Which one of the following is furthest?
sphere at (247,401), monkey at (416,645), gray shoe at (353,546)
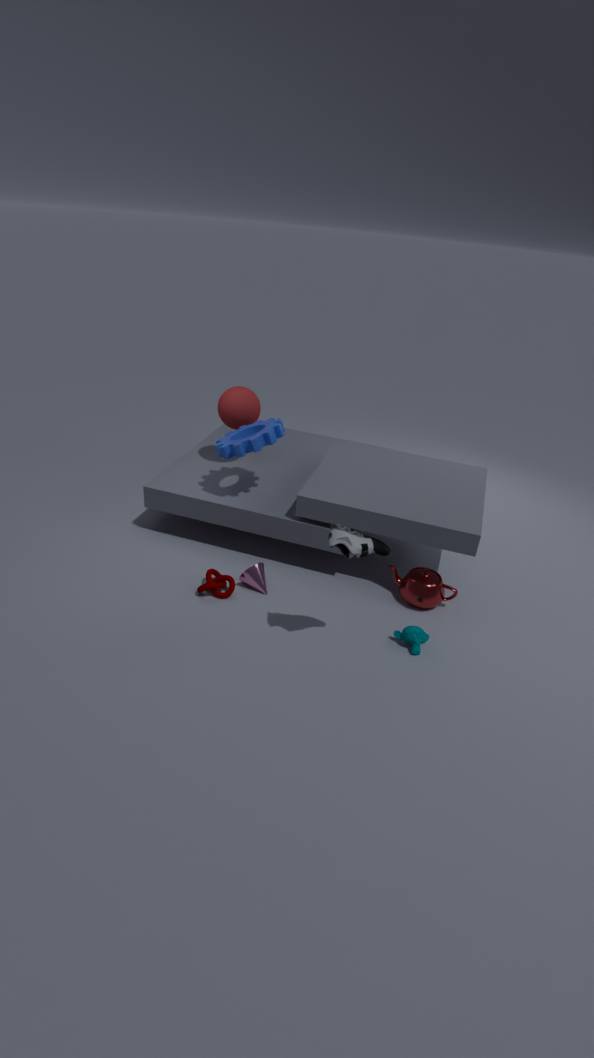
sphere at (247,401)
